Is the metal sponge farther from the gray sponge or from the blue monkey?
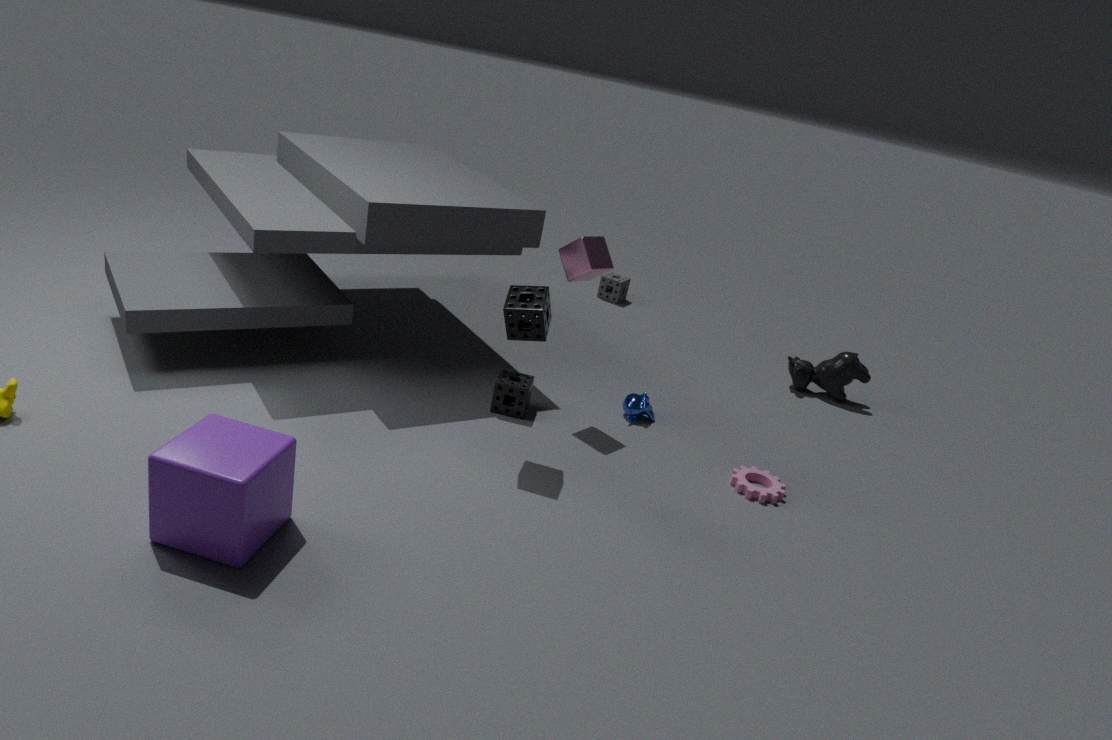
the gray sponge
